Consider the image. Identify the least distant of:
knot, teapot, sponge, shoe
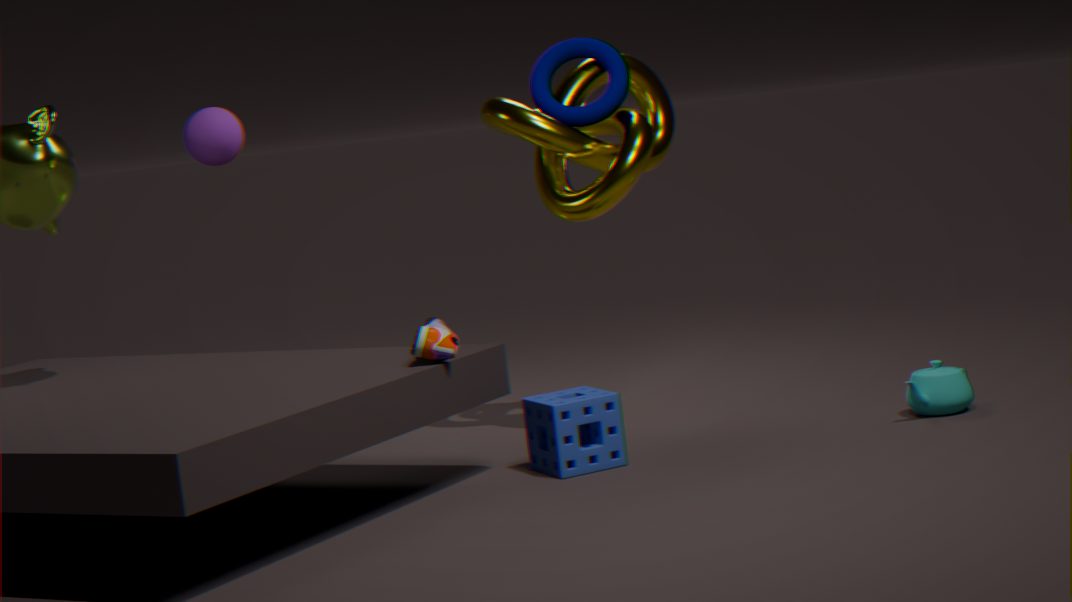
shoe
